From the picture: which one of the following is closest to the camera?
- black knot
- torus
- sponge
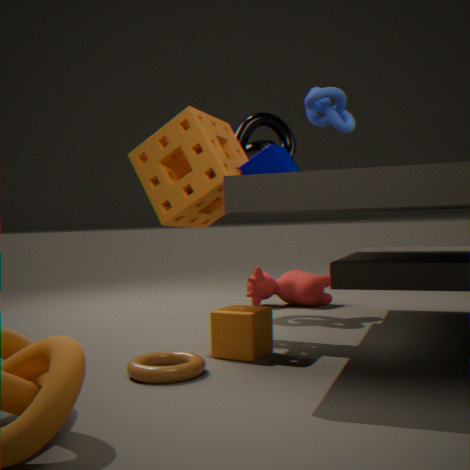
torus
